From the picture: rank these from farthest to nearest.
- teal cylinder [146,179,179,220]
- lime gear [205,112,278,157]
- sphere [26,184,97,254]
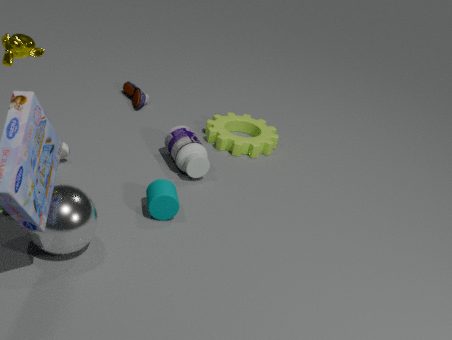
lime gear [205,112,278,157]
teal cylinder [146,179,179,220]
sphere [26,184,97,254]
